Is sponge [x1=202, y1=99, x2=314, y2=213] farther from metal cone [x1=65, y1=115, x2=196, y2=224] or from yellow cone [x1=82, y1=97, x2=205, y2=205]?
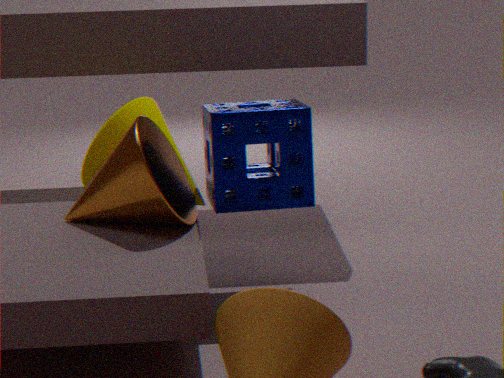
Answer: metal cone [x1=65, y1=115, x2=196, y2=224]
